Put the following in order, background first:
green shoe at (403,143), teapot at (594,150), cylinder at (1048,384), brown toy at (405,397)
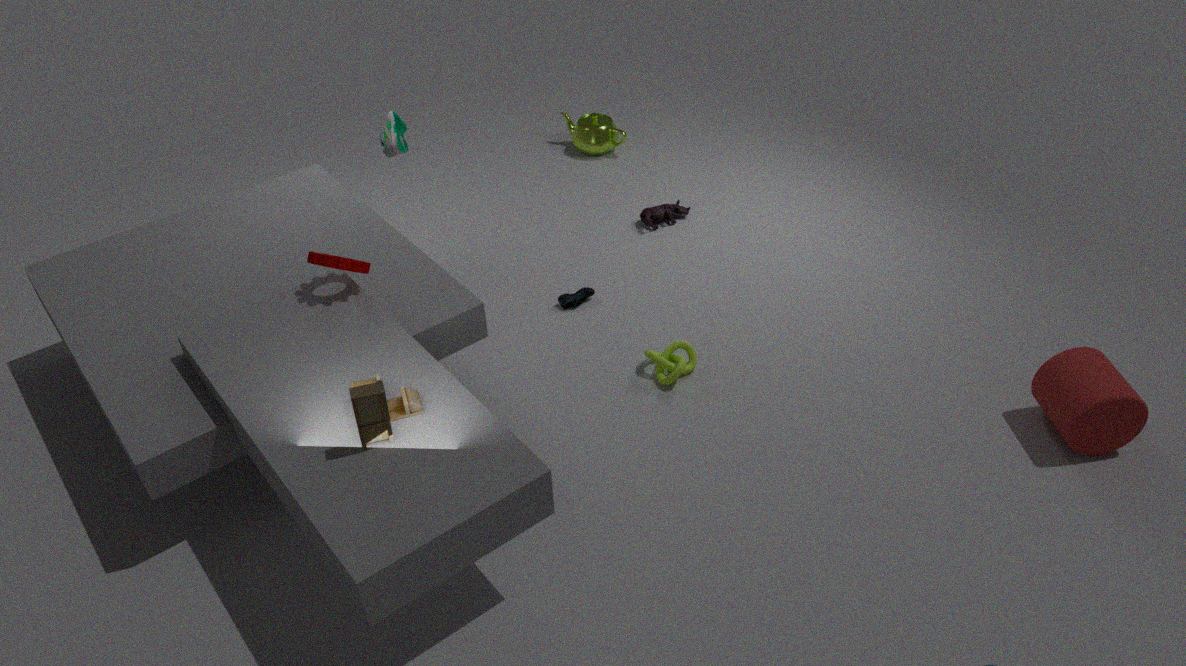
teapot at (594,150) → green shoe at (403,143) → cylinder at (1048,384) → brown toy at (405,397)
